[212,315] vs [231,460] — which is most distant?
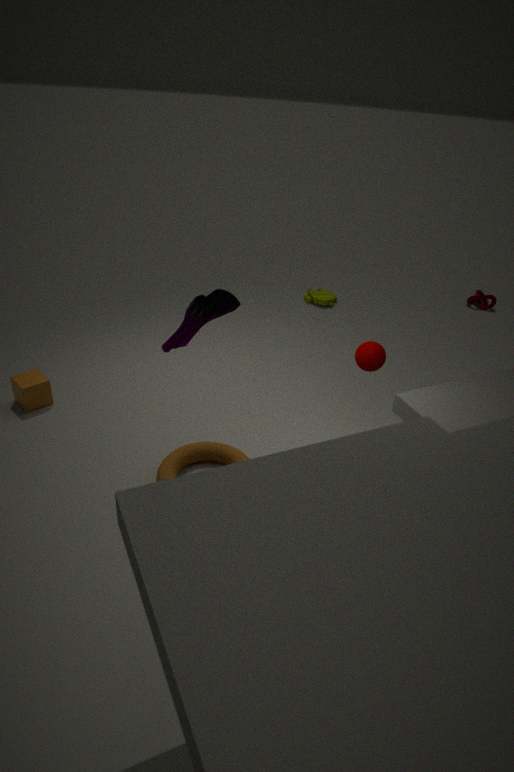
[231,460]
